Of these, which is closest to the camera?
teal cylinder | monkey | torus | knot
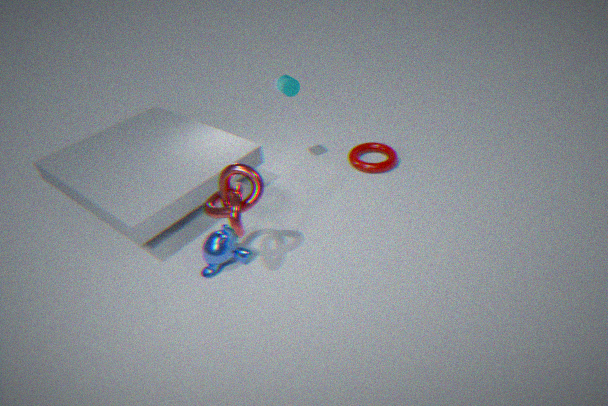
knot
